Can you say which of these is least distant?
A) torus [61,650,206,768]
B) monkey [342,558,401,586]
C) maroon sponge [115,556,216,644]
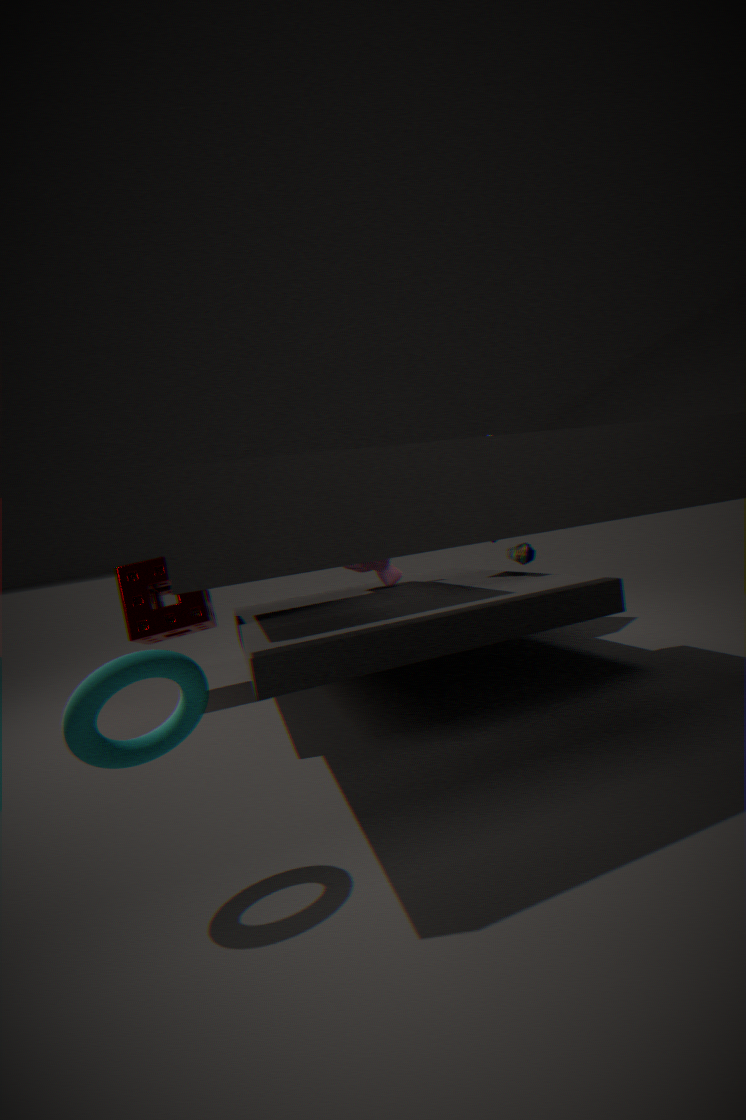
torus [61,650,206,768]
